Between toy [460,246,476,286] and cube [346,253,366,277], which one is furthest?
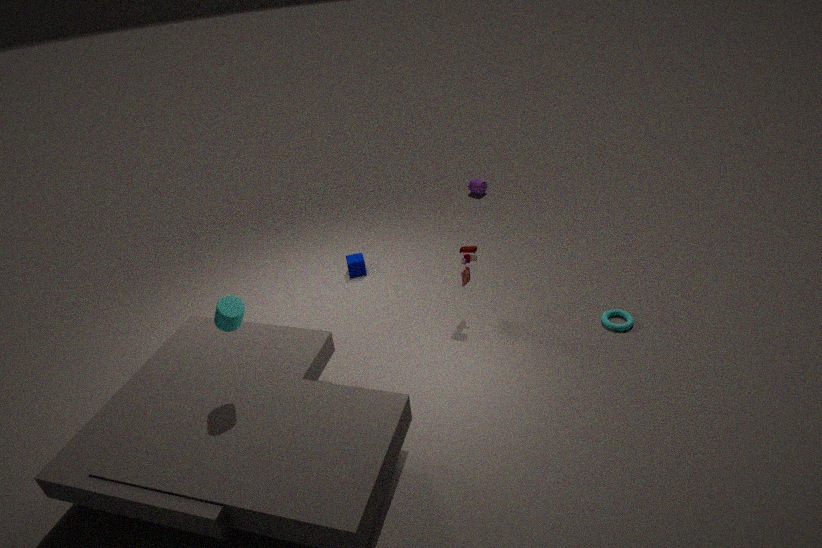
cube [346,253,366,277]
